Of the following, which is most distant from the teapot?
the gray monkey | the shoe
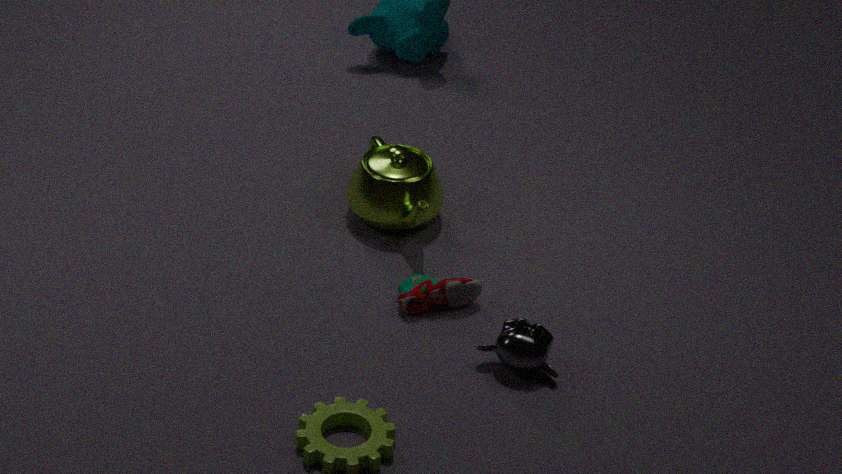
the gray monkey
